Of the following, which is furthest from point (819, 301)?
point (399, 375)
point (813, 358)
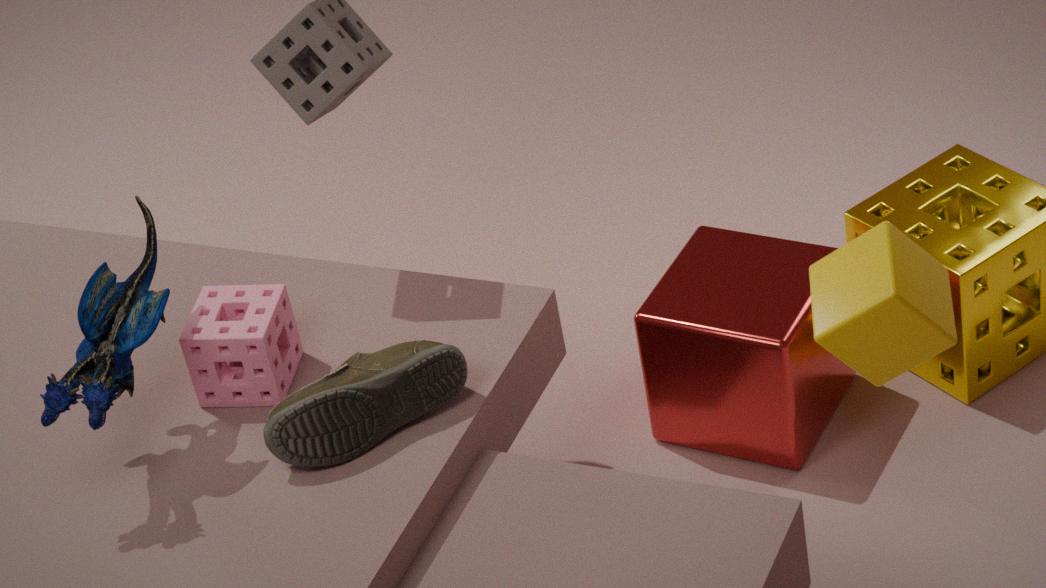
point (399, 375)
